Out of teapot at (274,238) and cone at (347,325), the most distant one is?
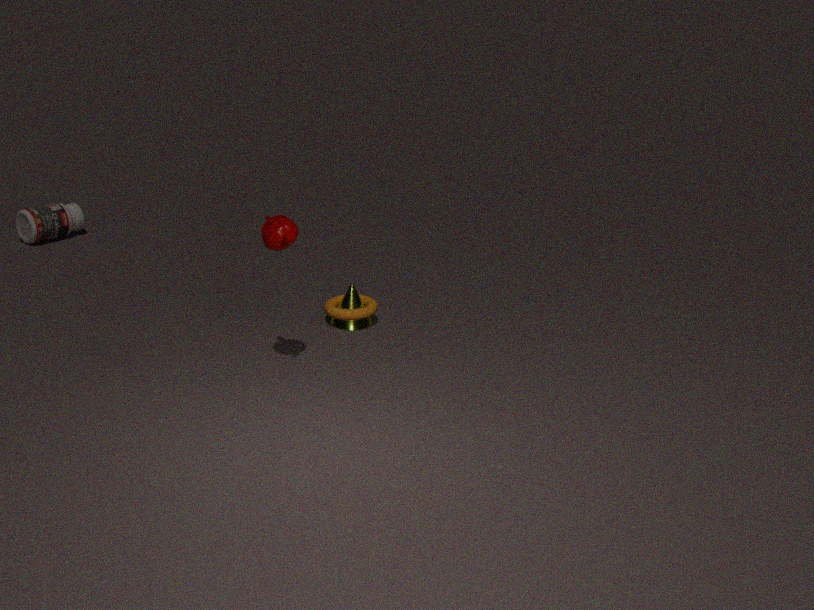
cone at (347,325)
